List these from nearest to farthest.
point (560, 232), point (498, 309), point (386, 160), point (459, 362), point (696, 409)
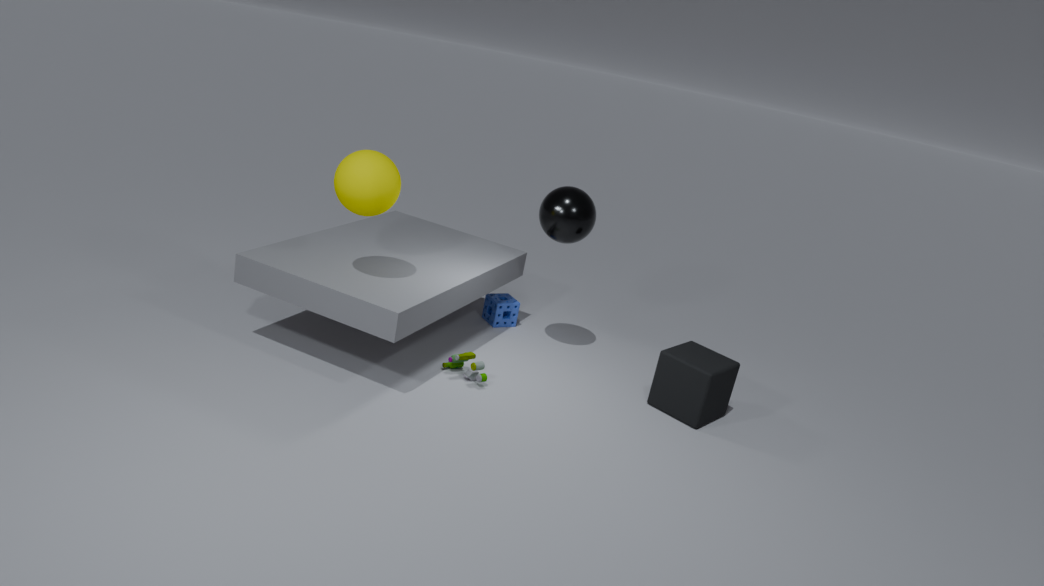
1. point (386, 160)
2. point (696, 409)
3. point (459, 362)
4. point (560, 232)
5. point (498, 309)
